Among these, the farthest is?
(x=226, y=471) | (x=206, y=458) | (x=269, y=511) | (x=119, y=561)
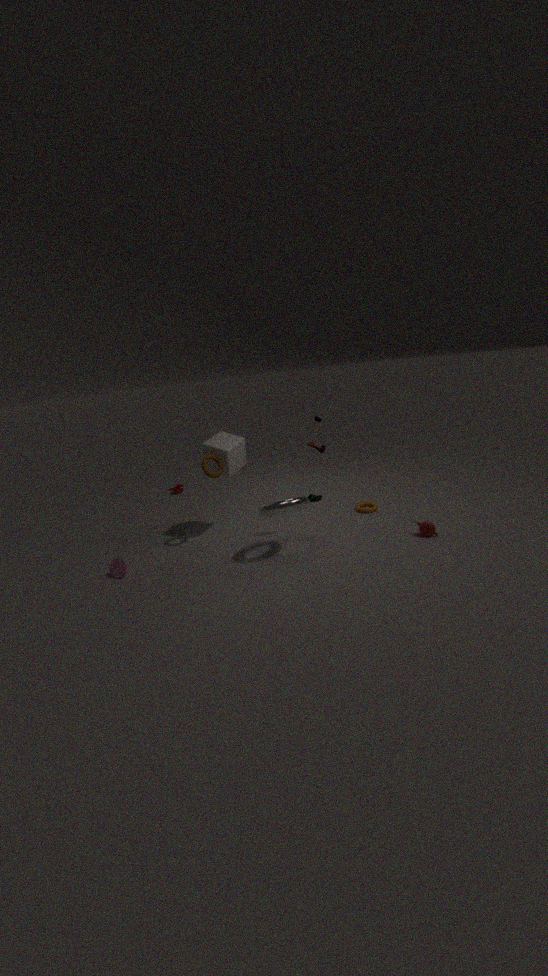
(x=226, y=471)
